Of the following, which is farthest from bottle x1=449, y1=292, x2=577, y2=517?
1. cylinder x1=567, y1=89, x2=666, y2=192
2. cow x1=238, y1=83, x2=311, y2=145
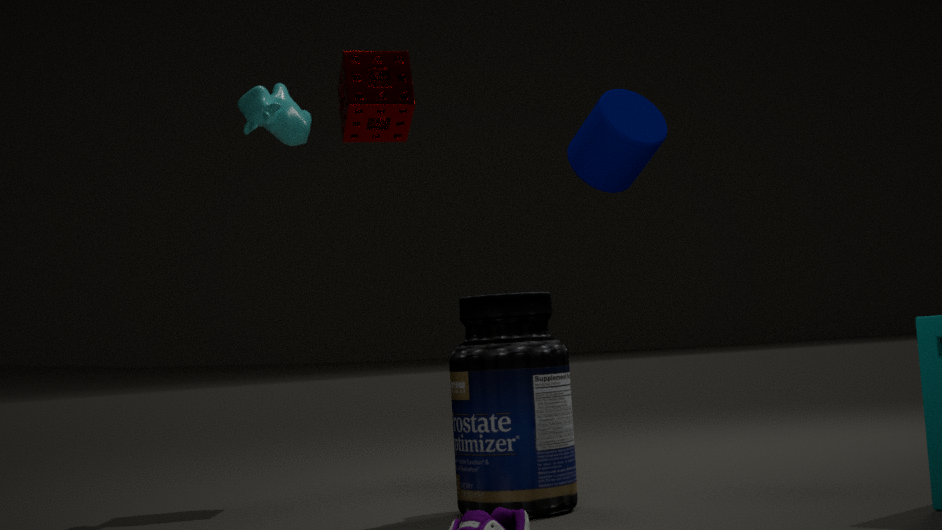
cow x1=238, y1=83, x2=311, y2=145
